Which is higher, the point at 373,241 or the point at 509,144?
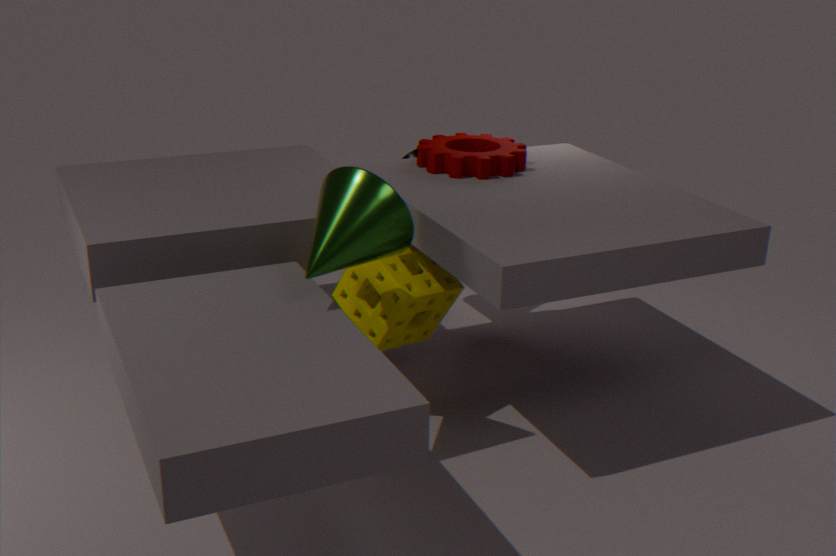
the point at 509,144
